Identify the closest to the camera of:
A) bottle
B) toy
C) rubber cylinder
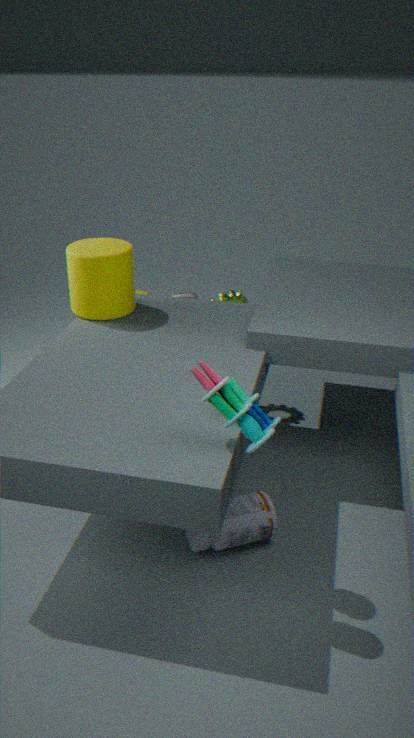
toy
